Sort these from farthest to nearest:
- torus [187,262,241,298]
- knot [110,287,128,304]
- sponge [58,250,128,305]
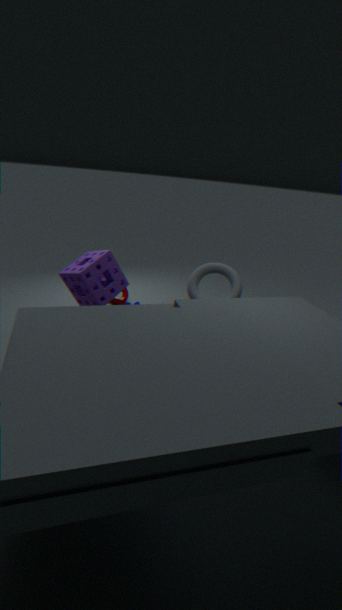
knot [110,287,128,304], torus [187,262,241,298], sponge [58,250,128,305]
